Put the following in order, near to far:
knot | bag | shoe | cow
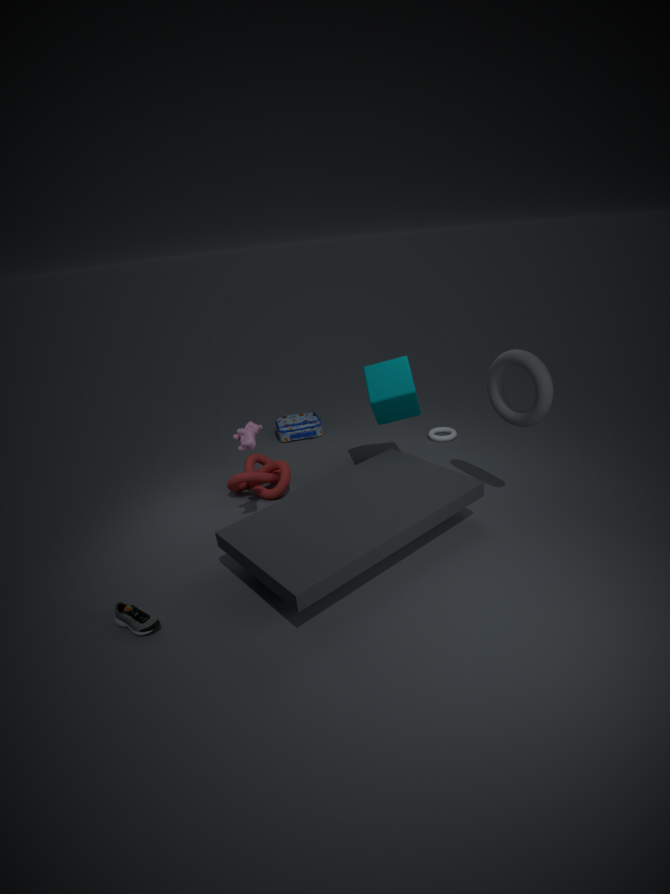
shoe → cow → knot → bag
